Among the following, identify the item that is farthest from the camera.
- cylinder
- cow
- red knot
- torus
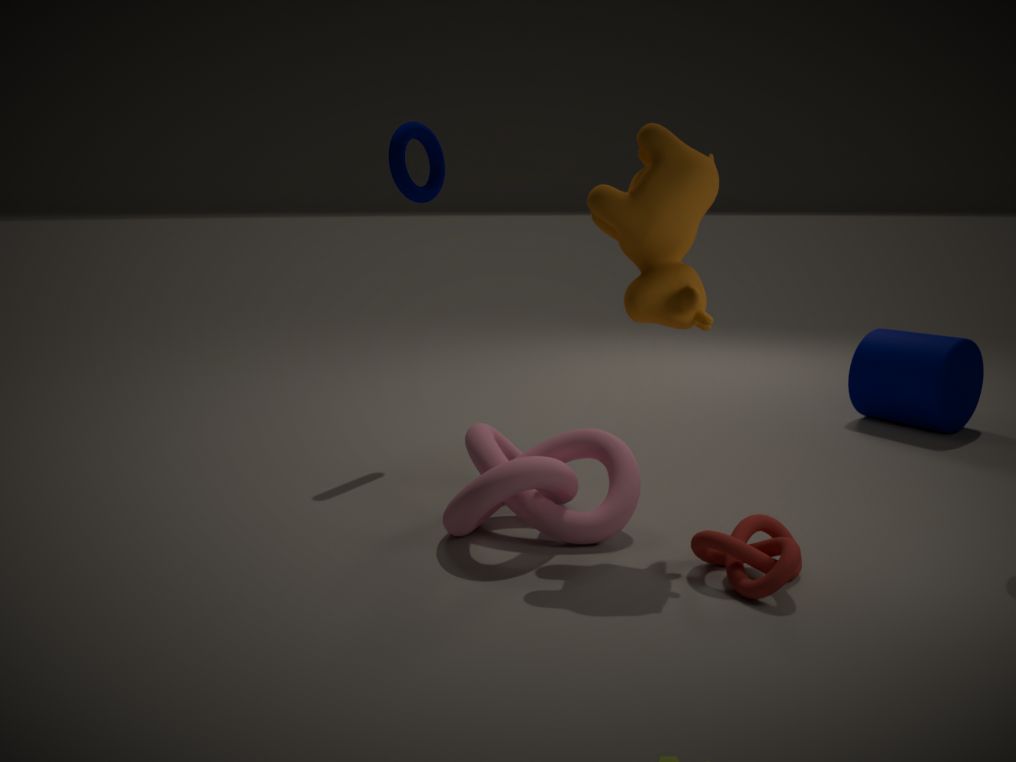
cylinder
